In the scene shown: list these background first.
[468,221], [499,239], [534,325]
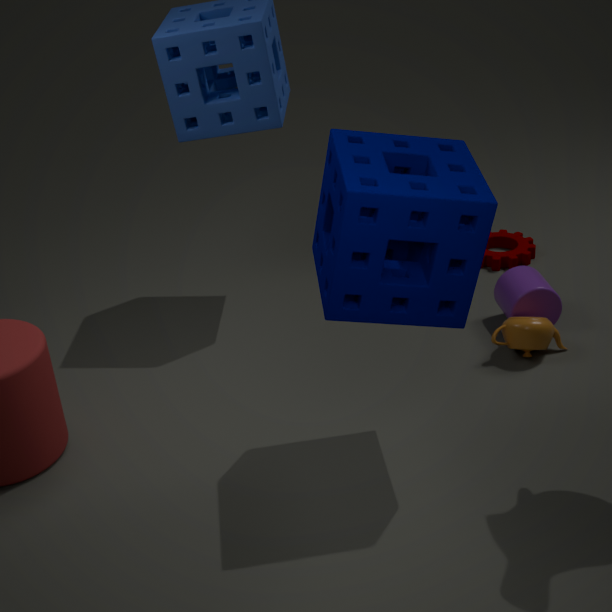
1. [499,239]
2. [534,325]
3. [468,221]
